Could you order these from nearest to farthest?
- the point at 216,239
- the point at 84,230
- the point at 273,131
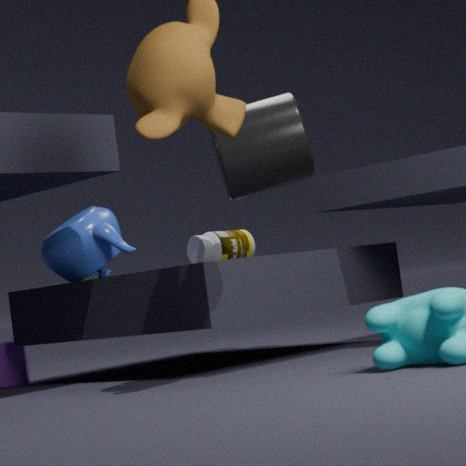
1. the point at 84,230
2. the point at 273,131
3. the point at 216,239
